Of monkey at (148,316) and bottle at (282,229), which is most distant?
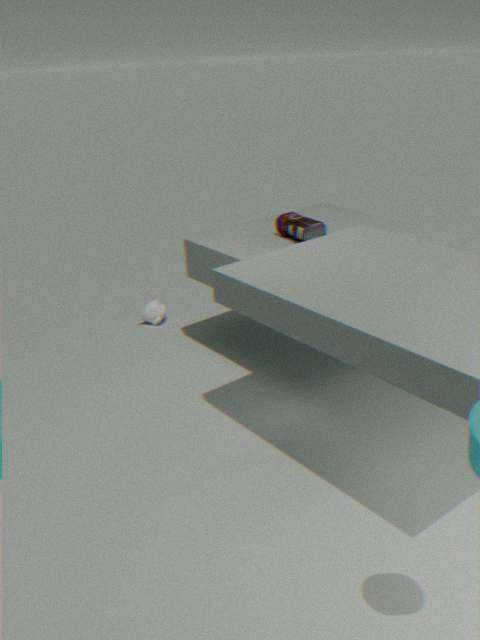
monkey at (148,316)
